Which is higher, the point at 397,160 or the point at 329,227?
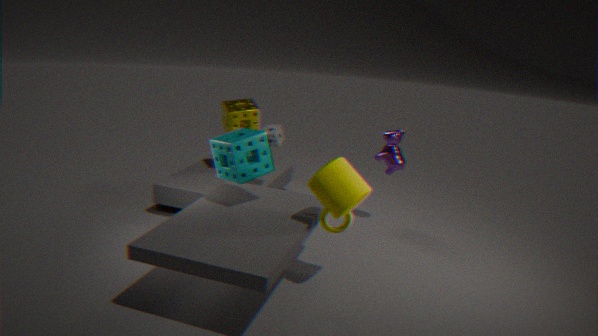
the point at 397,160
